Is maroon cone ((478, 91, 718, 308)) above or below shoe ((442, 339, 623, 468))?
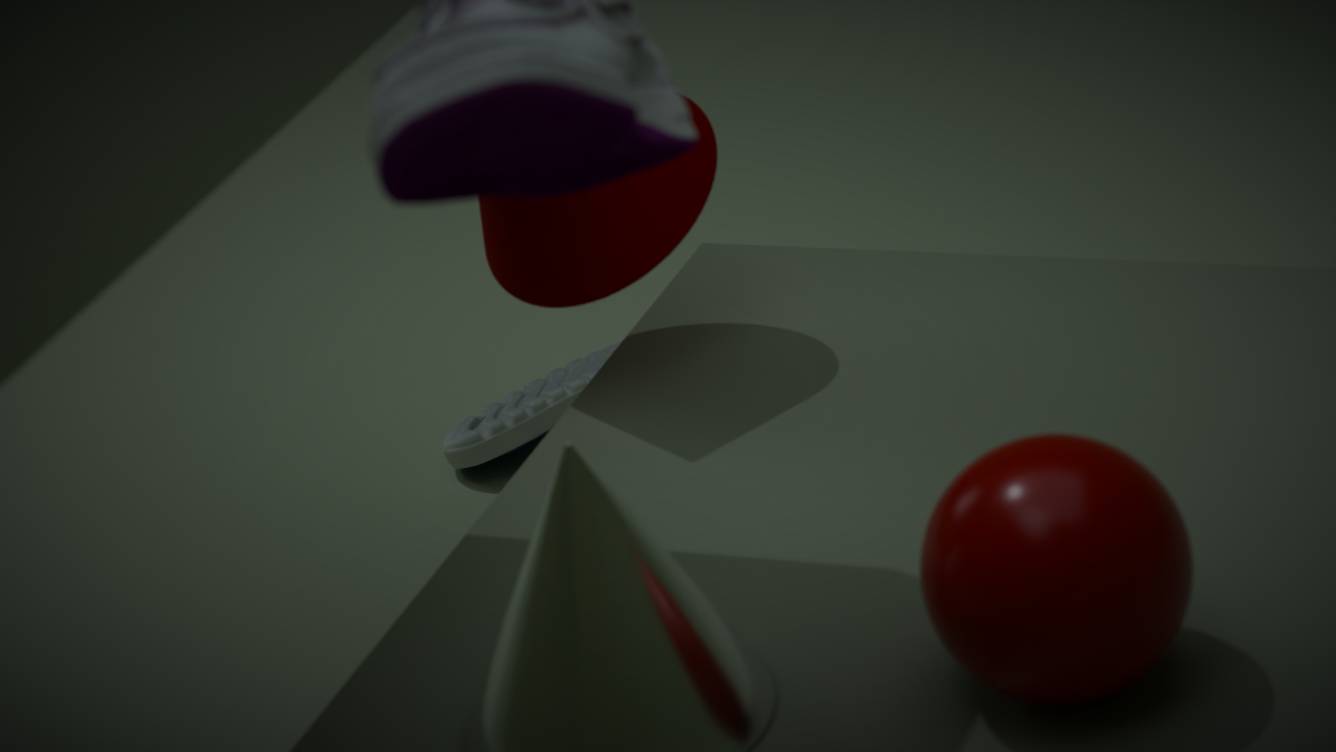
above
